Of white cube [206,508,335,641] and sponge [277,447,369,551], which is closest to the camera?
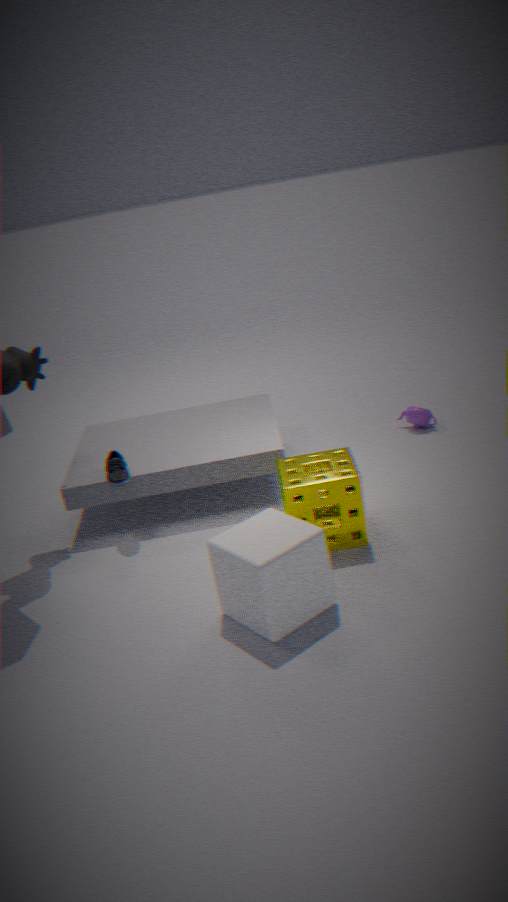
white cube [206,508,335,641]
